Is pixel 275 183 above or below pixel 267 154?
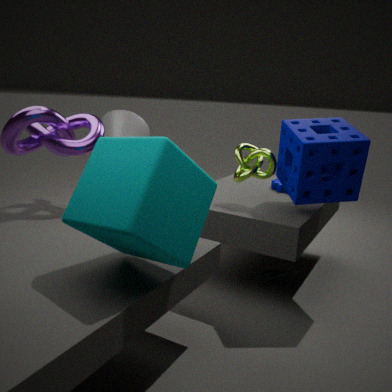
below
